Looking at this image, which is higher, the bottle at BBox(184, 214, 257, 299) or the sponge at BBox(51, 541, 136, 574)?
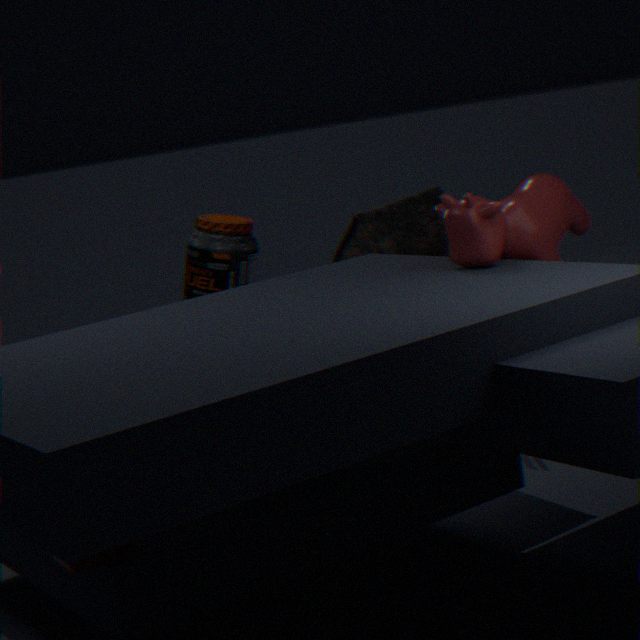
the bottle at BBox(184, 214, 257, 299)
